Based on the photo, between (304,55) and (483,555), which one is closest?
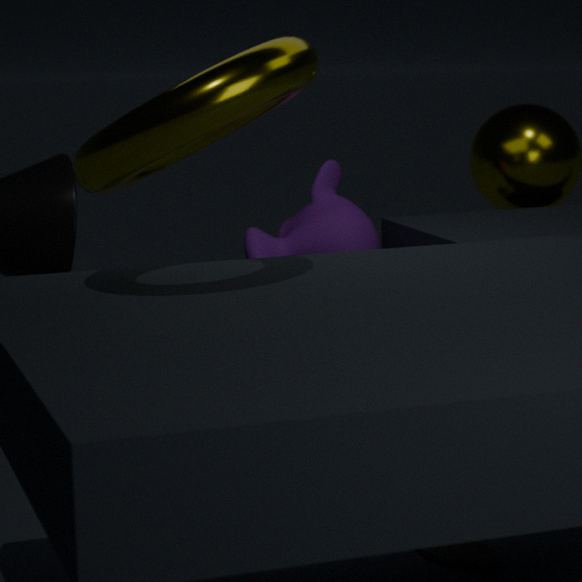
(304,55)
